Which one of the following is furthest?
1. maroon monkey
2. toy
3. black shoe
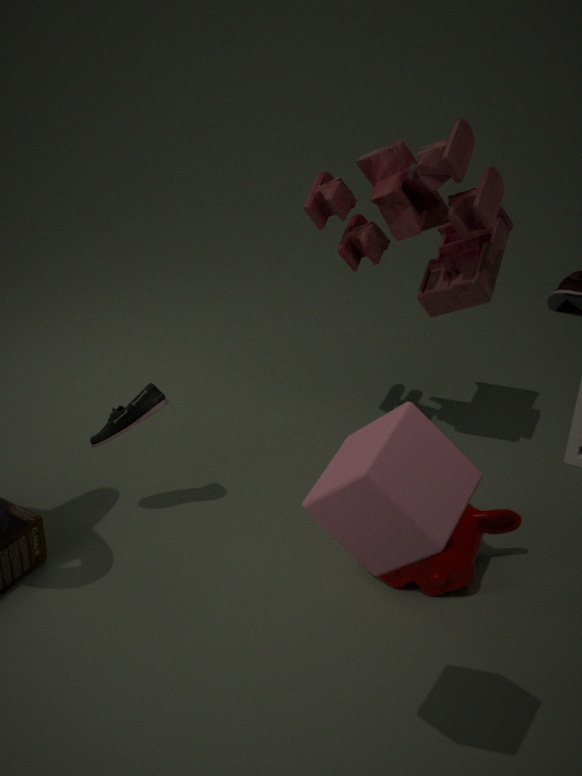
black shoe
